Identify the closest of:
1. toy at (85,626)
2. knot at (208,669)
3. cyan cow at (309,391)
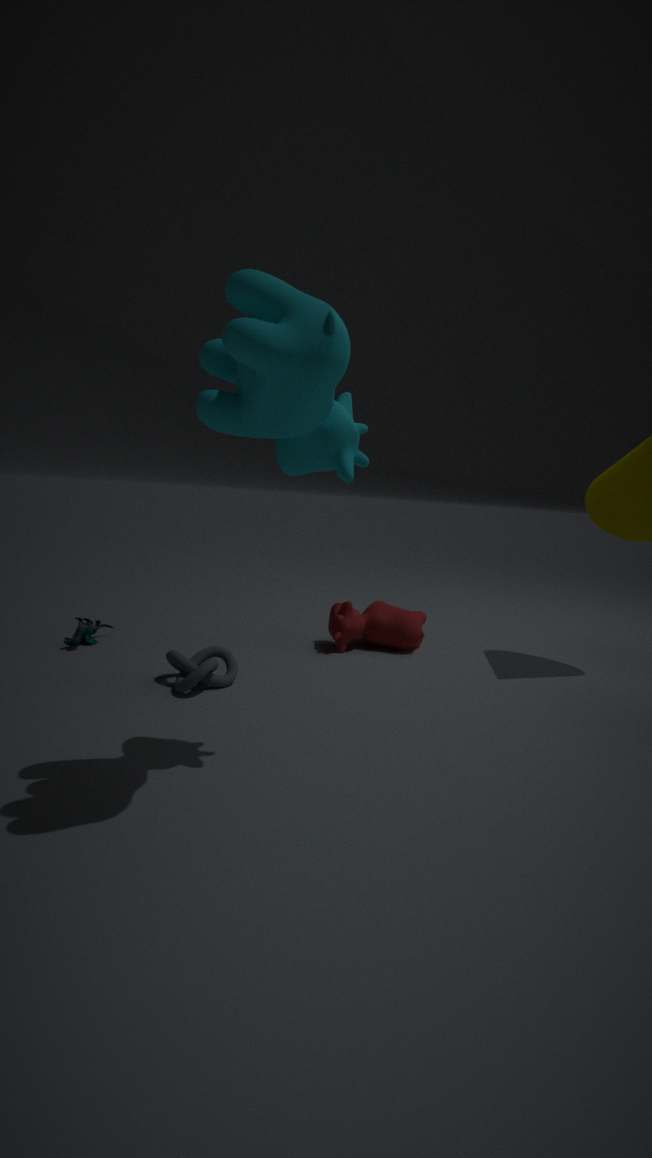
cyan cow at (309,391)
